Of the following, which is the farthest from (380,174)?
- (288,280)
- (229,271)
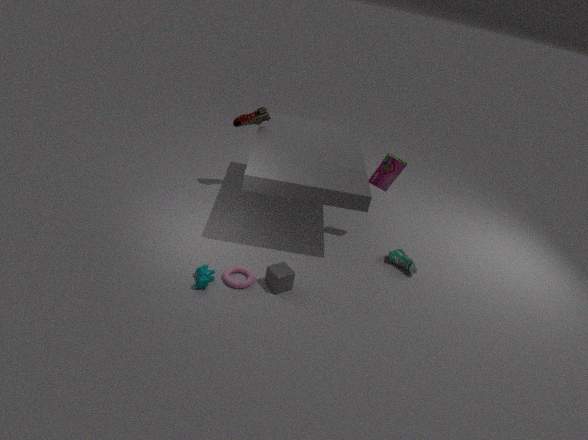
(229,271)
